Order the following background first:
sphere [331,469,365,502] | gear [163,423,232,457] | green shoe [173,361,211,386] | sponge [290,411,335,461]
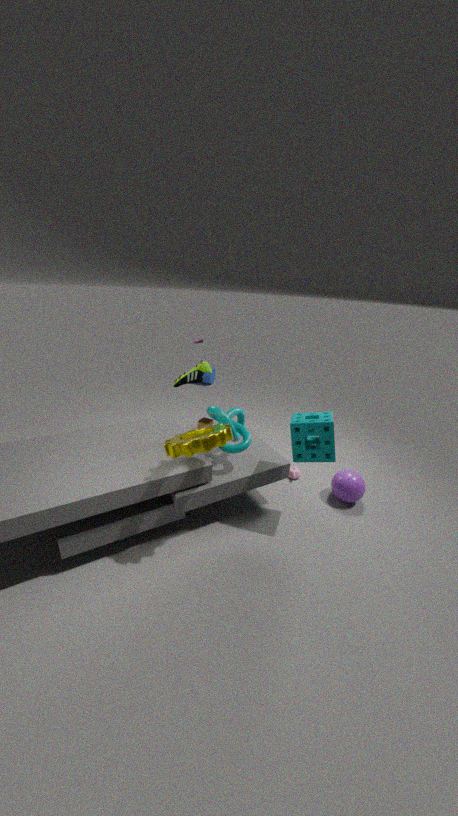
green shoe [173,361,211,386]
sphere [331,469,365,502]
sponge [290,411,335,461]
gear [163,423,232,457]
